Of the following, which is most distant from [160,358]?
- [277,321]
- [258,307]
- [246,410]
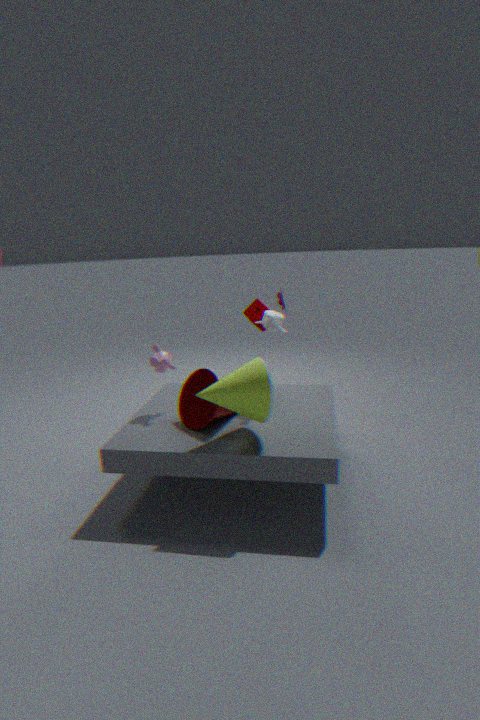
[258,307]
